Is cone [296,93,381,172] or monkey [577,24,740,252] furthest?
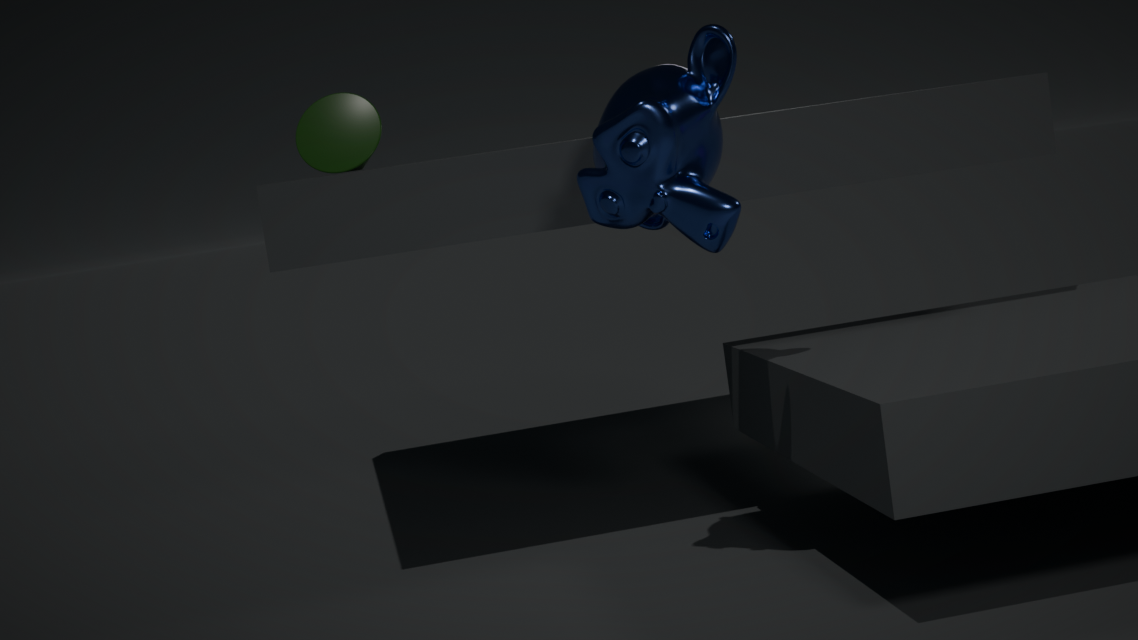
cone [296,93,381,172]
